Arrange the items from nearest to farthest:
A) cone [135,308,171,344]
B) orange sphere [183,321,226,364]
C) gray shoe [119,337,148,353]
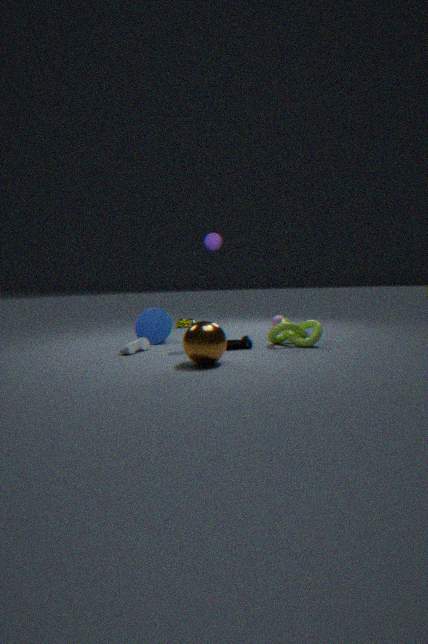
B. orange sphere [183,321,226,364] < C. gray shoe [119,337,148,353] < A. cone [135,308,171,344]
